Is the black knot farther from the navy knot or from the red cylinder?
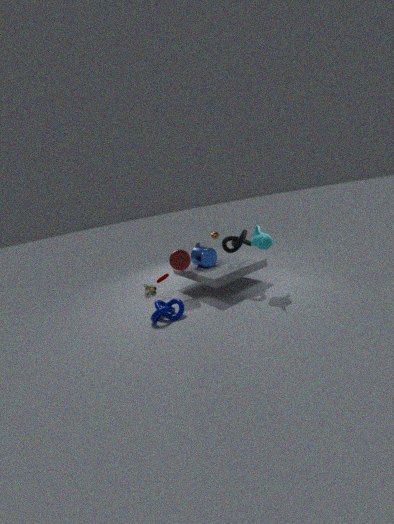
the navy knot
